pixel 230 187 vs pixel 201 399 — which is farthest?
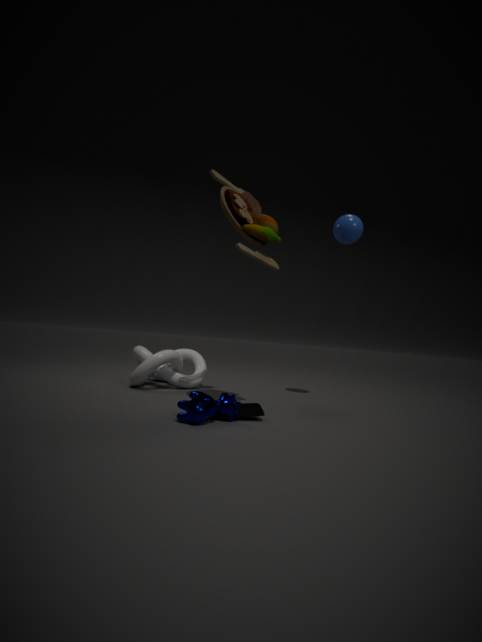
pixel 230 187
